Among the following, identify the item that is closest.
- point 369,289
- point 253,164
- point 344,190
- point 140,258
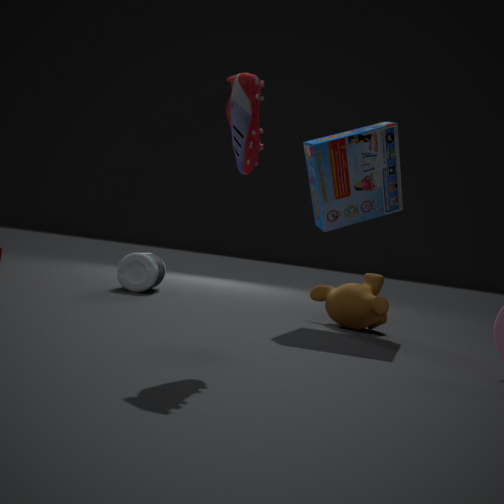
point 253,164
